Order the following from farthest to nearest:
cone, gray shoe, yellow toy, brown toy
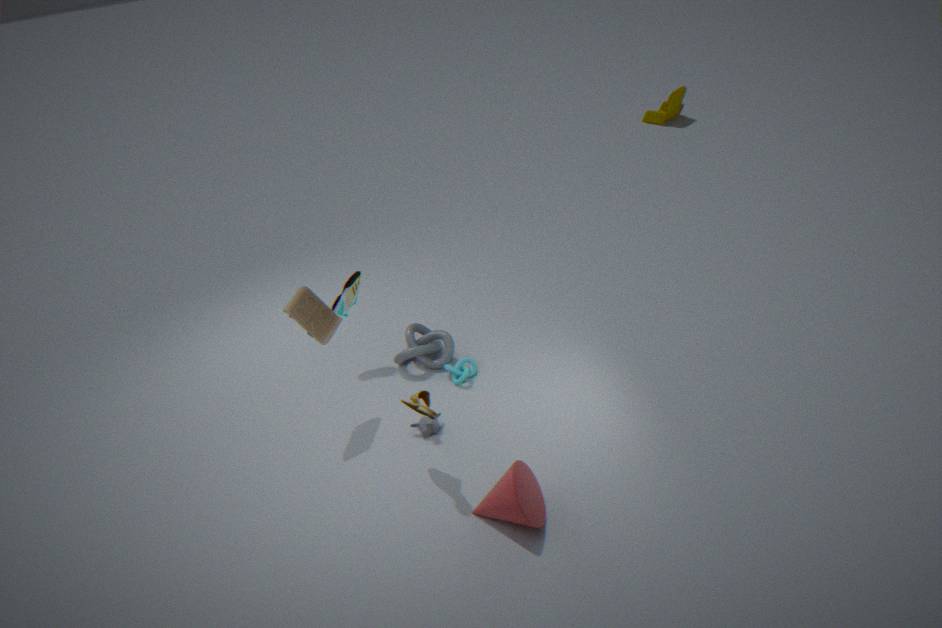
yellow toy < gray shoe < brown toy < cone
